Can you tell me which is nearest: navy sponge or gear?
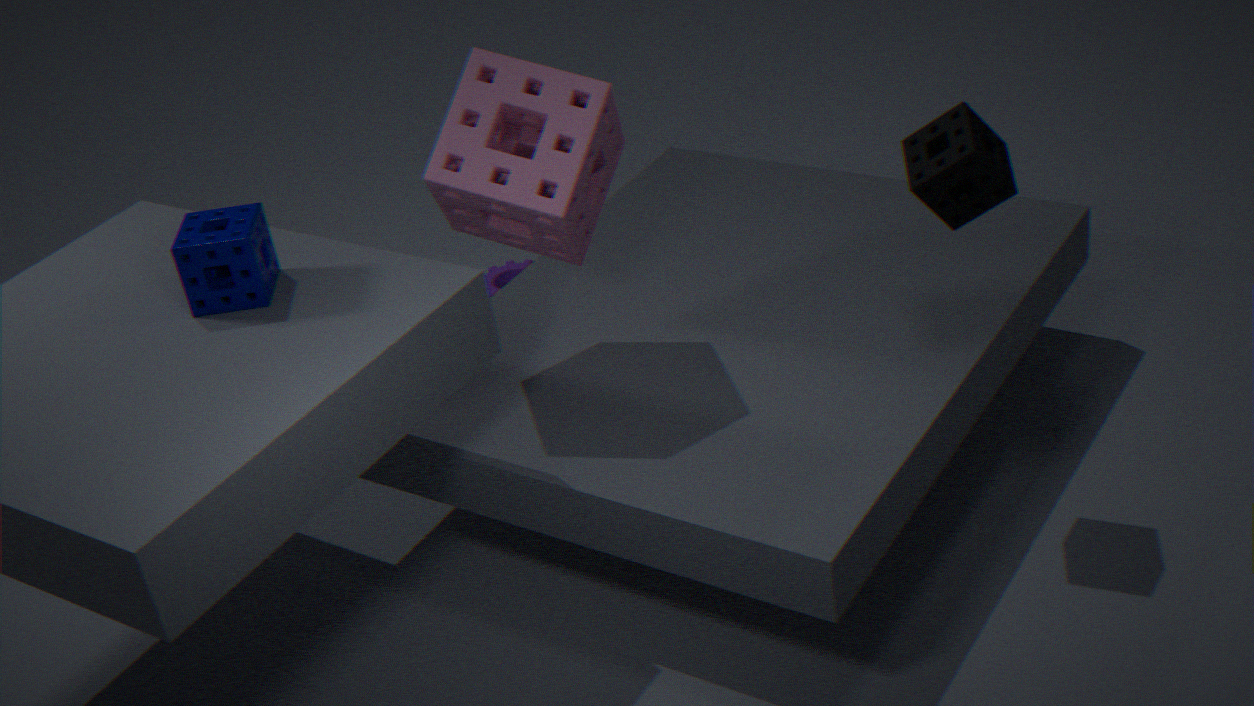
navy sponge
